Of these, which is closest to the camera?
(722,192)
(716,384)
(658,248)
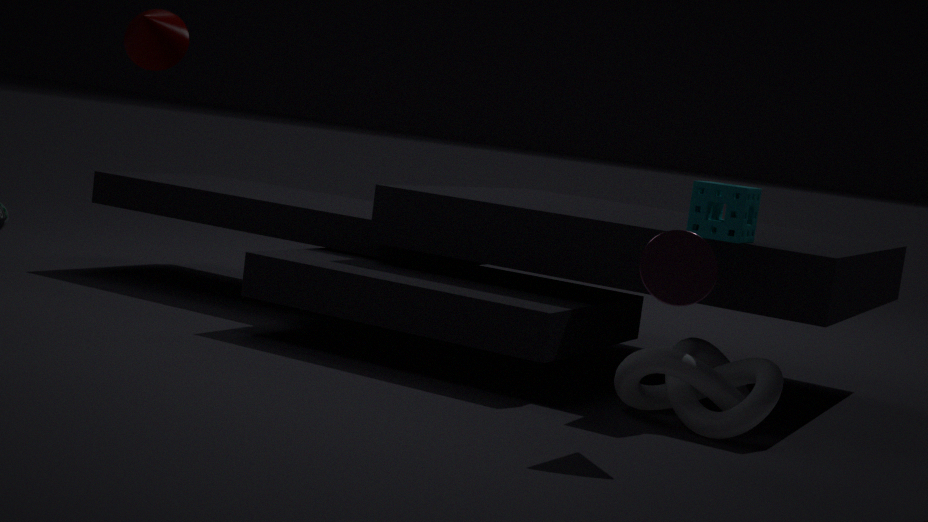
(658,248)
